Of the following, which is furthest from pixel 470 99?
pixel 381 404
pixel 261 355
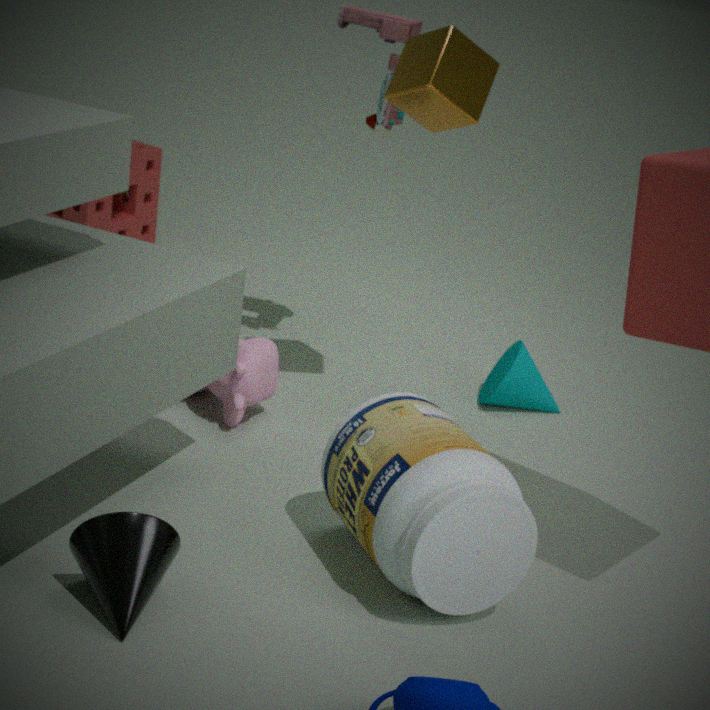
pixel 381 404
